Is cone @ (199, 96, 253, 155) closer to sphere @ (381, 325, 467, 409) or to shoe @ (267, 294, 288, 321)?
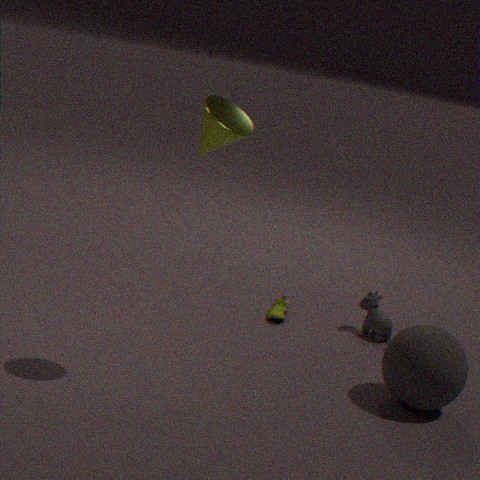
sphere @ (381, 325, 467, 409)
